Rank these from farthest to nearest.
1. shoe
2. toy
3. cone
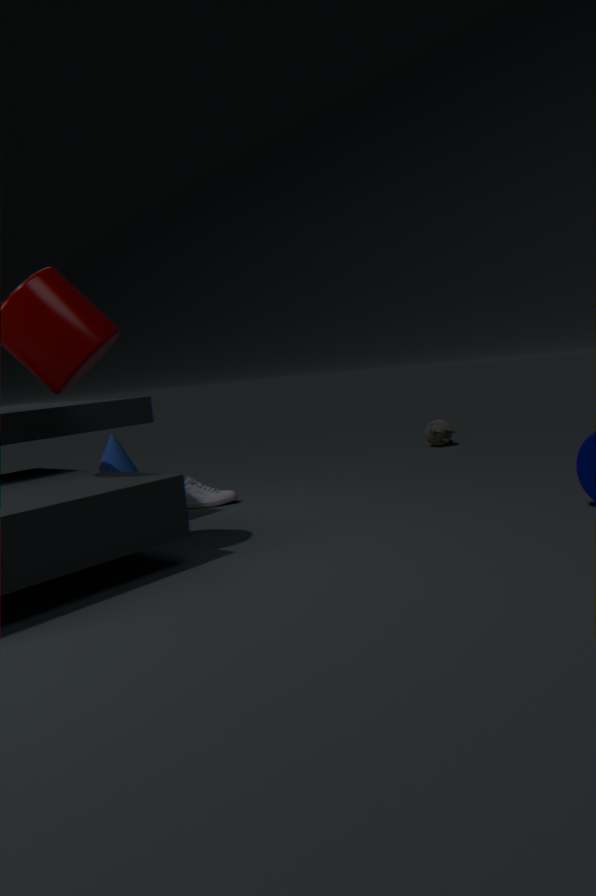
toy → cone → shoe
